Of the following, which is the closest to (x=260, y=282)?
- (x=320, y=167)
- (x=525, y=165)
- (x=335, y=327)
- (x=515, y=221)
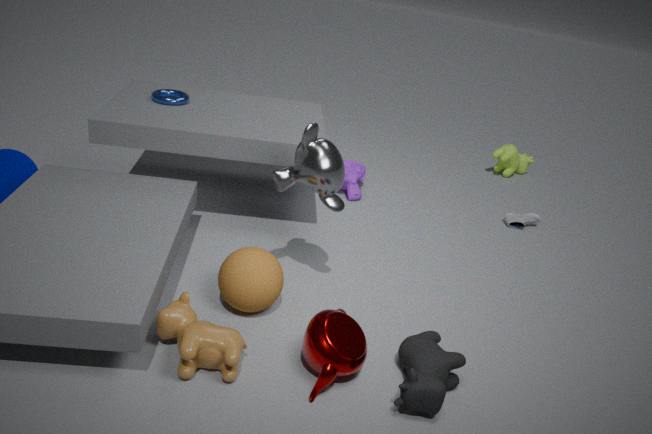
(x=335, y=327)
